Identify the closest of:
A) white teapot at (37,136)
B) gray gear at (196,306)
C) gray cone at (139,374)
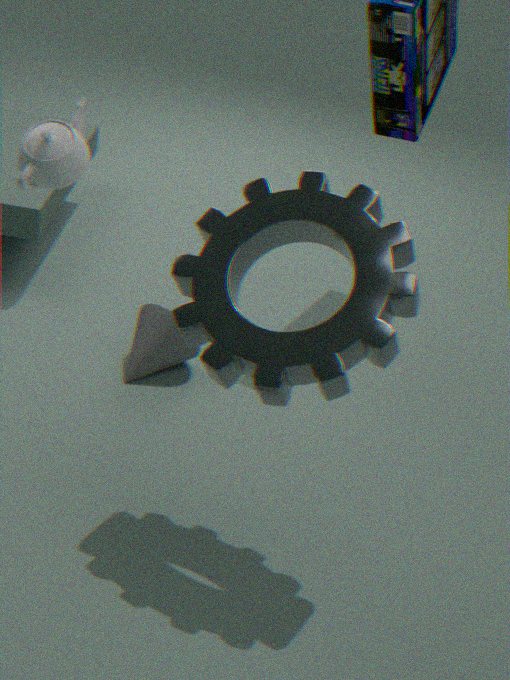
gray gear at (196,306)
